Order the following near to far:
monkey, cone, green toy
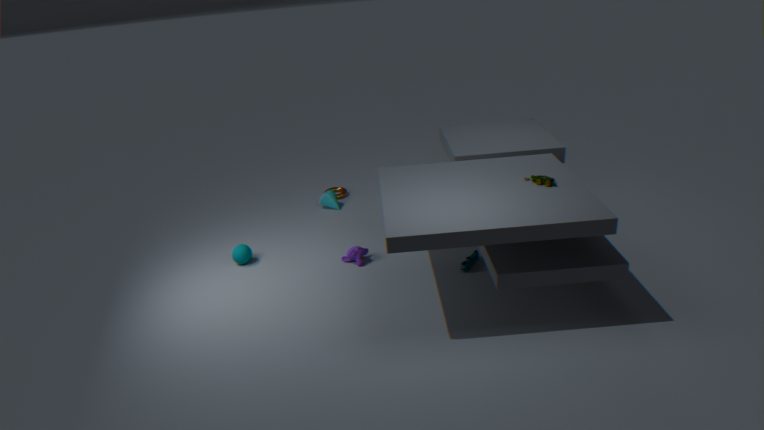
green toy, monkey, cone
